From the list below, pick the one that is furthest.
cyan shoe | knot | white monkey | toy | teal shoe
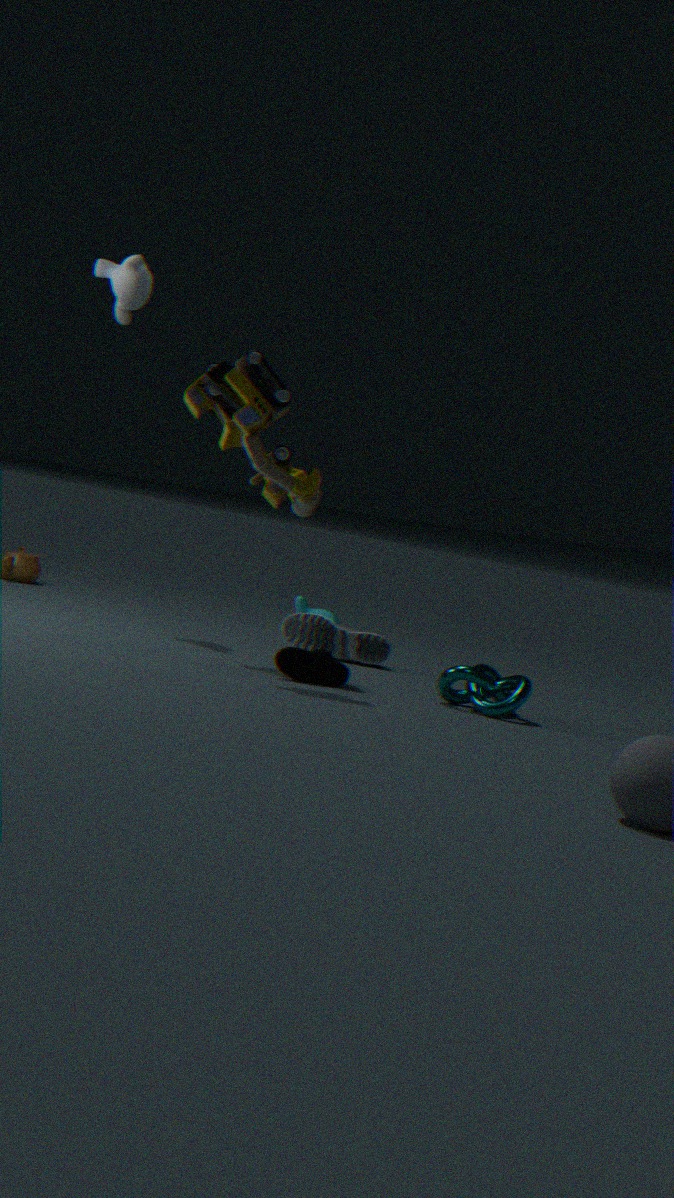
cyan shoe
